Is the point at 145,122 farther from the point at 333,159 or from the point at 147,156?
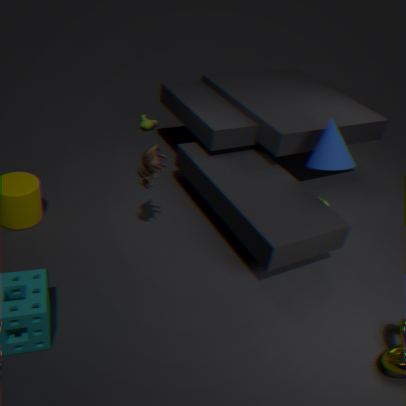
the point at 333,159
